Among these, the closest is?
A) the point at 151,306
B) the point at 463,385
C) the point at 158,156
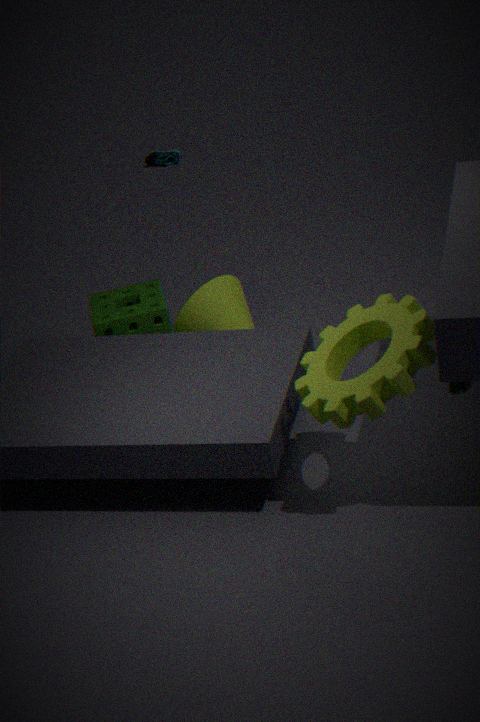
the point at 463,385
